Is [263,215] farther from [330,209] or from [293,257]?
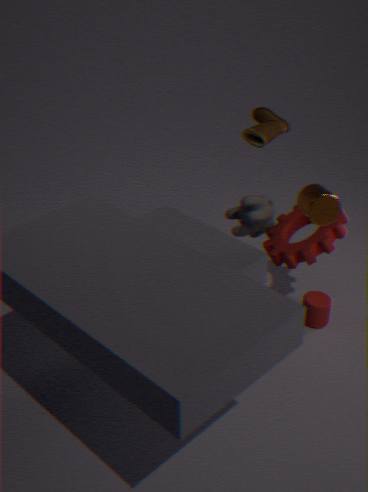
[330,209]
